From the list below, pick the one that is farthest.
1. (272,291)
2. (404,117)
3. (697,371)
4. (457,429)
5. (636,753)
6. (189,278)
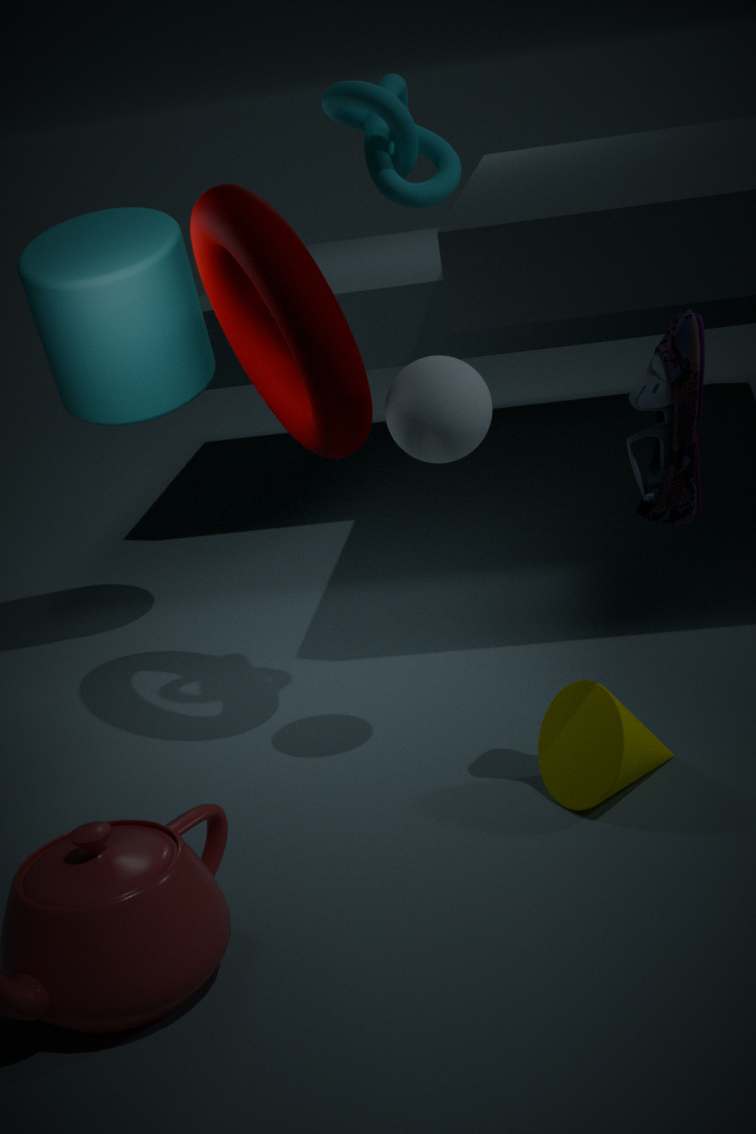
(189,278)
